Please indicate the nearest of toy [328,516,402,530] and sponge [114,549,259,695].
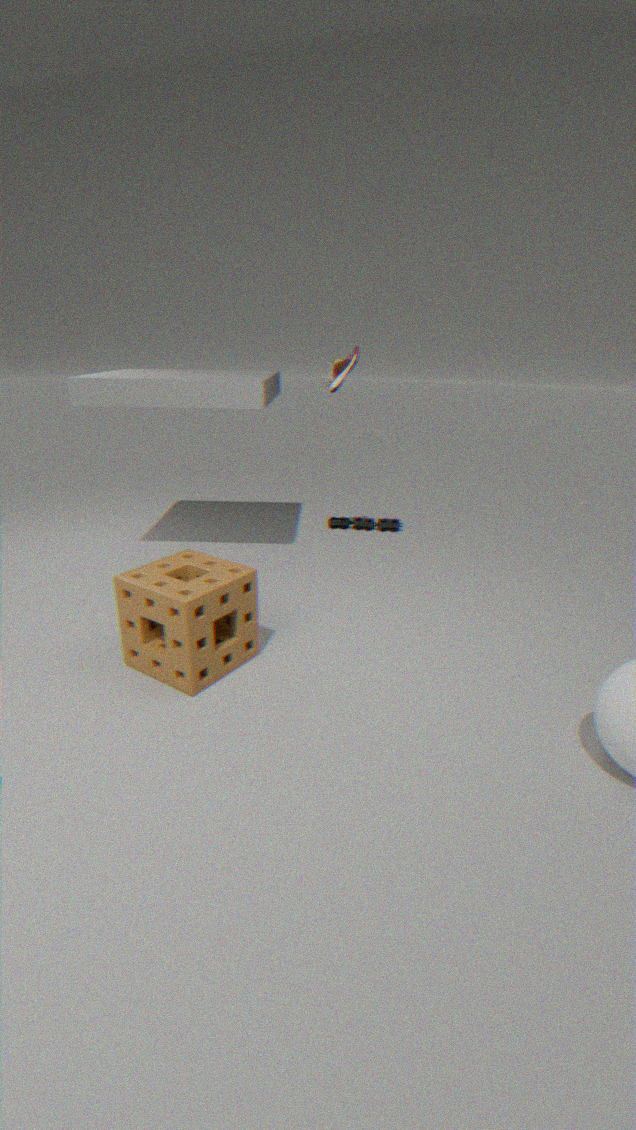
sponge [114,549,259,695]
